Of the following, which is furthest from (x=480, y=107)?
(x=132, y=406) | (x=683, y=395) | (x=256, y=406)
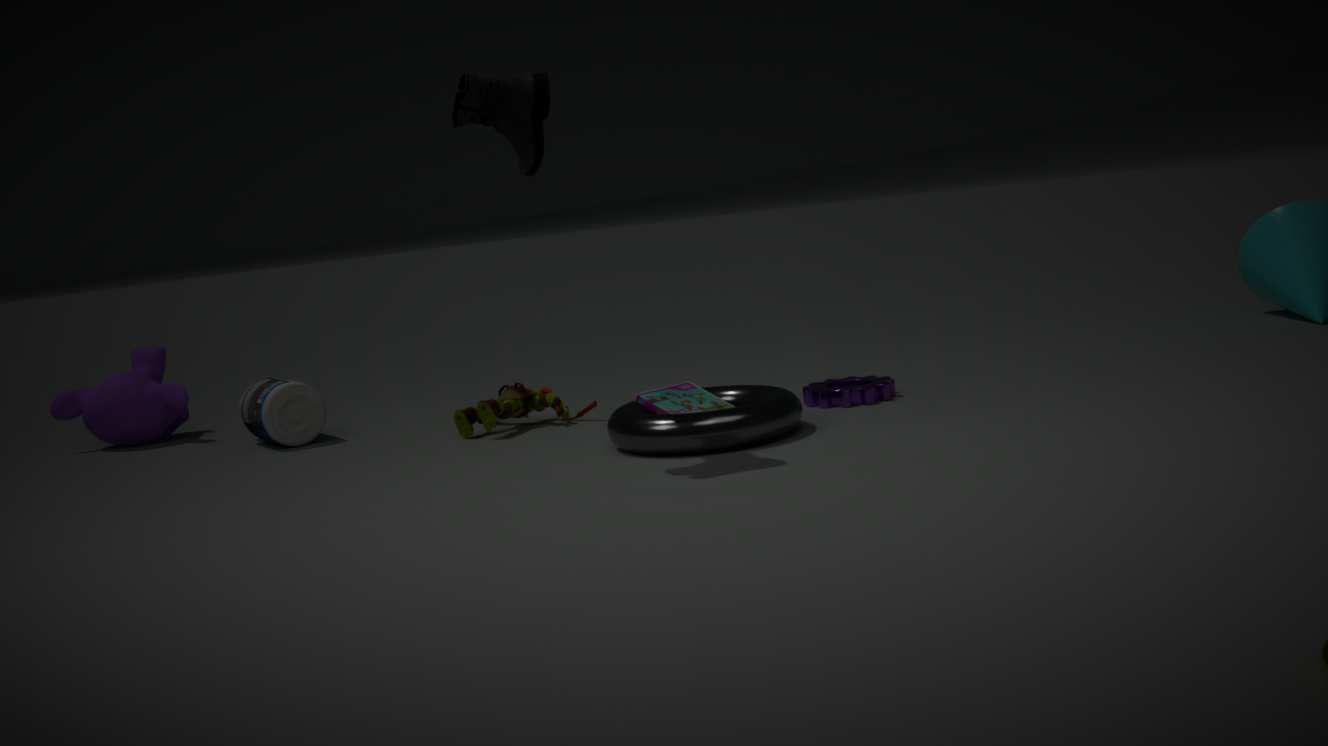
(x=132, y=406)
